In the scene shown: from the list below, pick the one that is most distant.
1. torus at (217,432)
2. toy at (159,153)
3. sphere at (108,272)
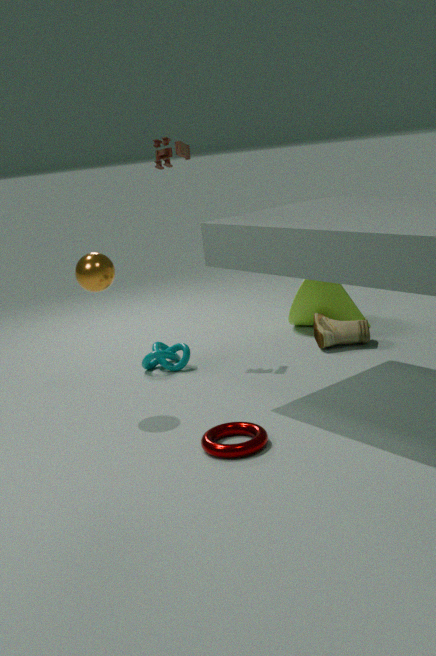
toy at (159,153)
